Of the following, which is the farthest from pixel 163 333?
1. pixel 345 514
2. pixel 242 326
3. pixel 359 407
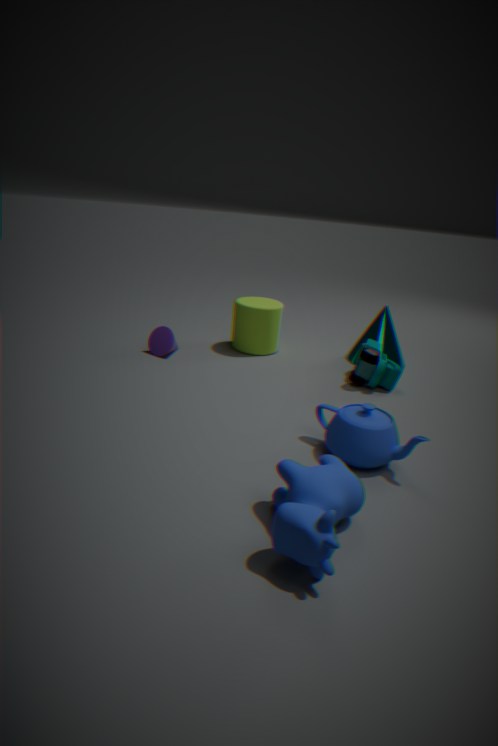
pixel 345 514
